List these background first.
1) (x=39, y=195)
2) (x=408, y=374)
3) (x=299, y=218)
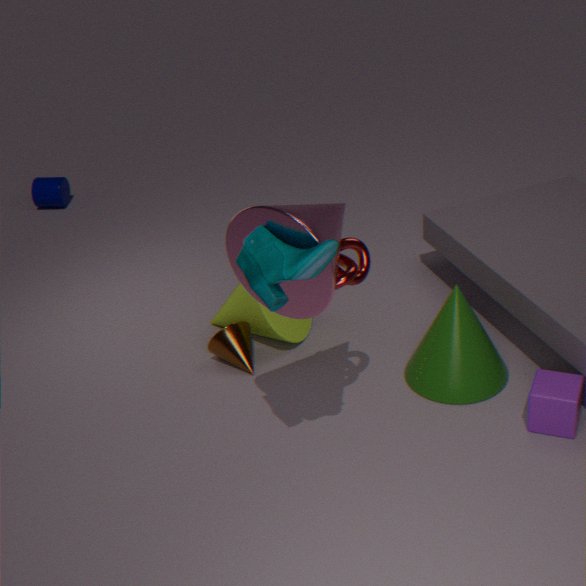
1. (x=39, y=195)
2. (x=408, y=374)
3. (x=299, y=218)
